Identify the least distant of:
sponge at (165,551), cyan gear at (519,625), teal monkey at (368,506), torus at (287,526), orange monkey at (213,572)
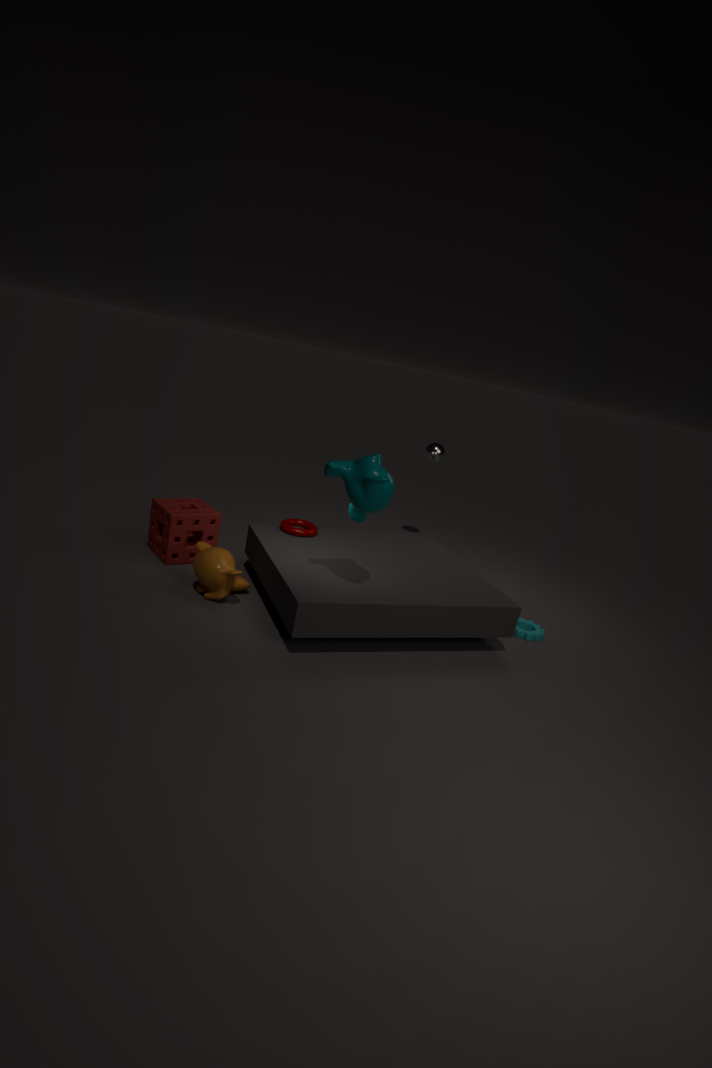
teal monkey at (368,506)
